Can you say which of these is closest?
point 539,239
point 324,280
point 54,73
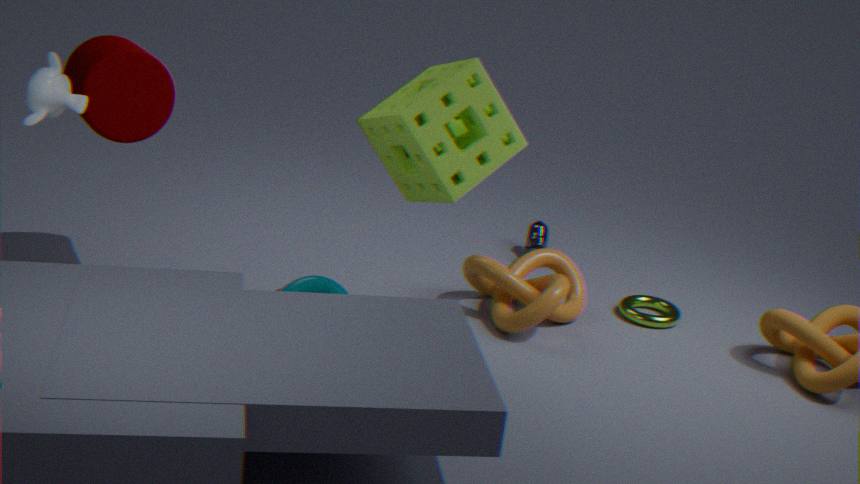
point 54,73
